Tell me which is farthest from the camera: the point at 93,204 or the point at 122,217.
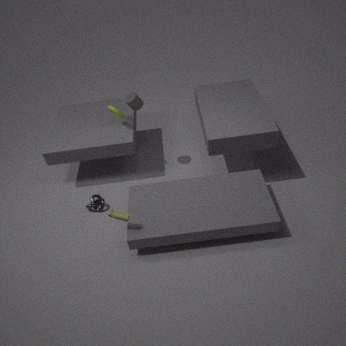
the point at 93,204
